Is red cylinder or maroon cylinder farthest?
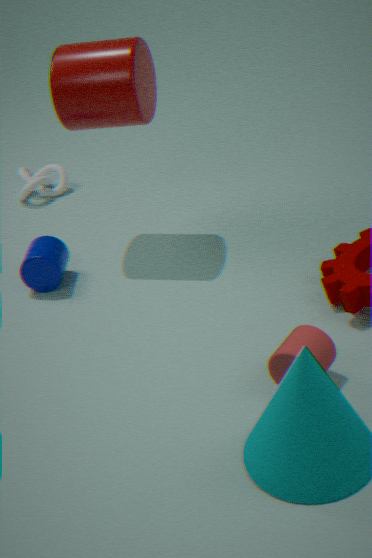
maroon cylinder
